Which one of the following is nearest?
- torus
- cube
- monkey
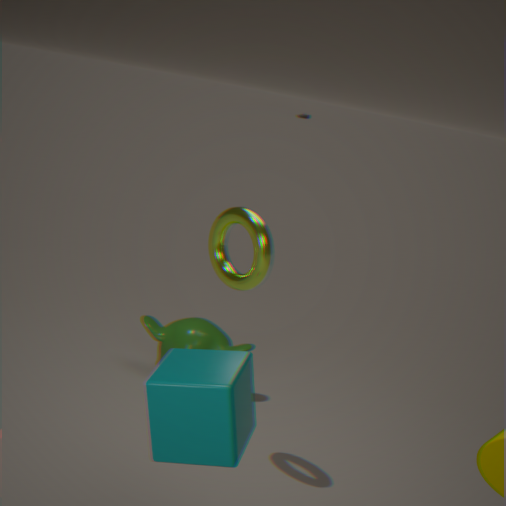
cube
